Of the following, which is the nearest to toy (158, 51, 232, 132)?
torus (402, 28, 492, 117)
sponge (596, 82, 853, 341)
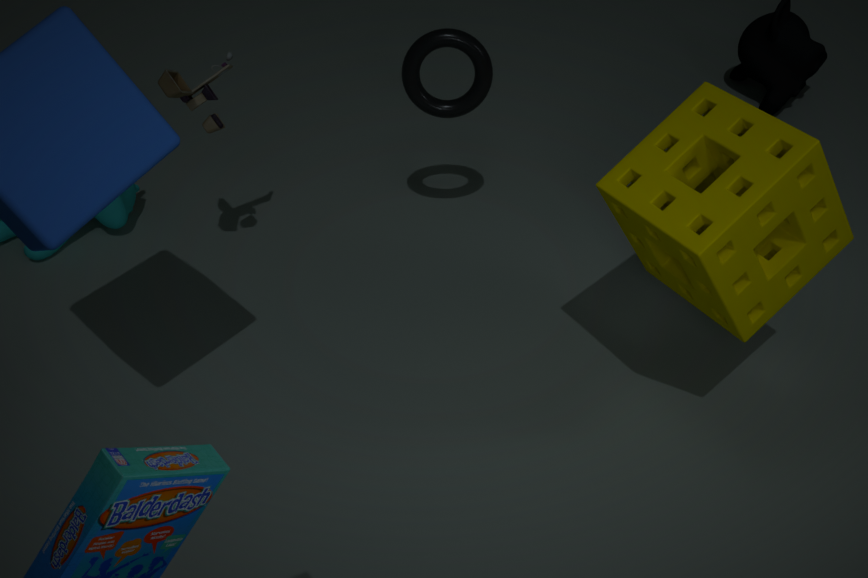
torus (402, 28, 492, 117)
